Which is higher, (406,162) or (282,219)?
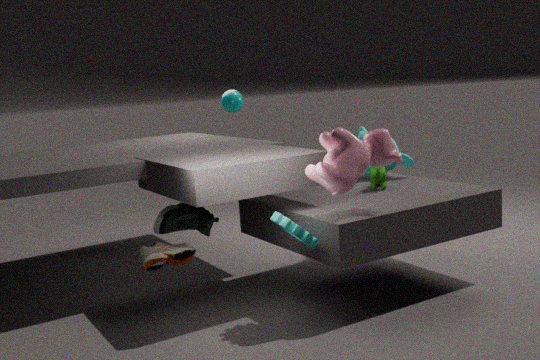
(406,162)
